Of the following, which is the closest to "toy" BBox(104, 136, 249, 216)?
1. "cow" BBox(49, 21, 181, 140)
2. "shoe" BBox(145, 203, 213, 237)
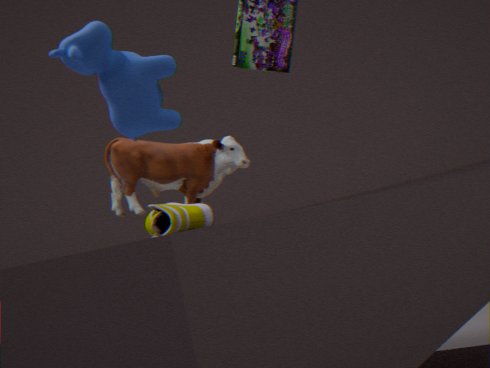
"shoe" BBox(145, 203, 213, 237)
